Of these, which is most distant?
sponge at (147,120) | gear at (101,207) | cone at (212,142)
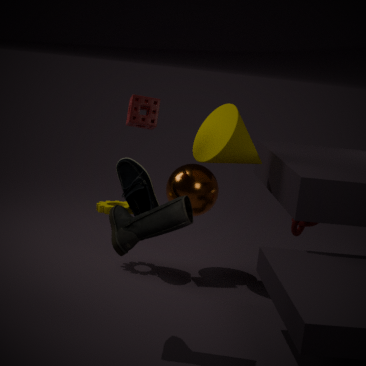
gear at (101,207)
